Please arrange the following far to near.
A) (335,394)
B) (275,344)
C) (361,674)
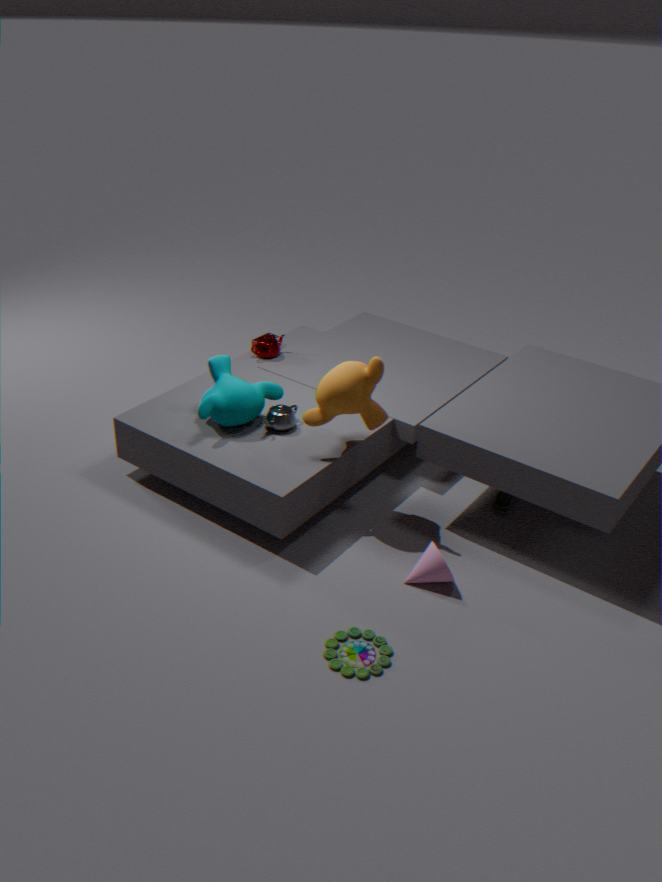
1. (275,344)
2. (335,394)
3. (361,674)
